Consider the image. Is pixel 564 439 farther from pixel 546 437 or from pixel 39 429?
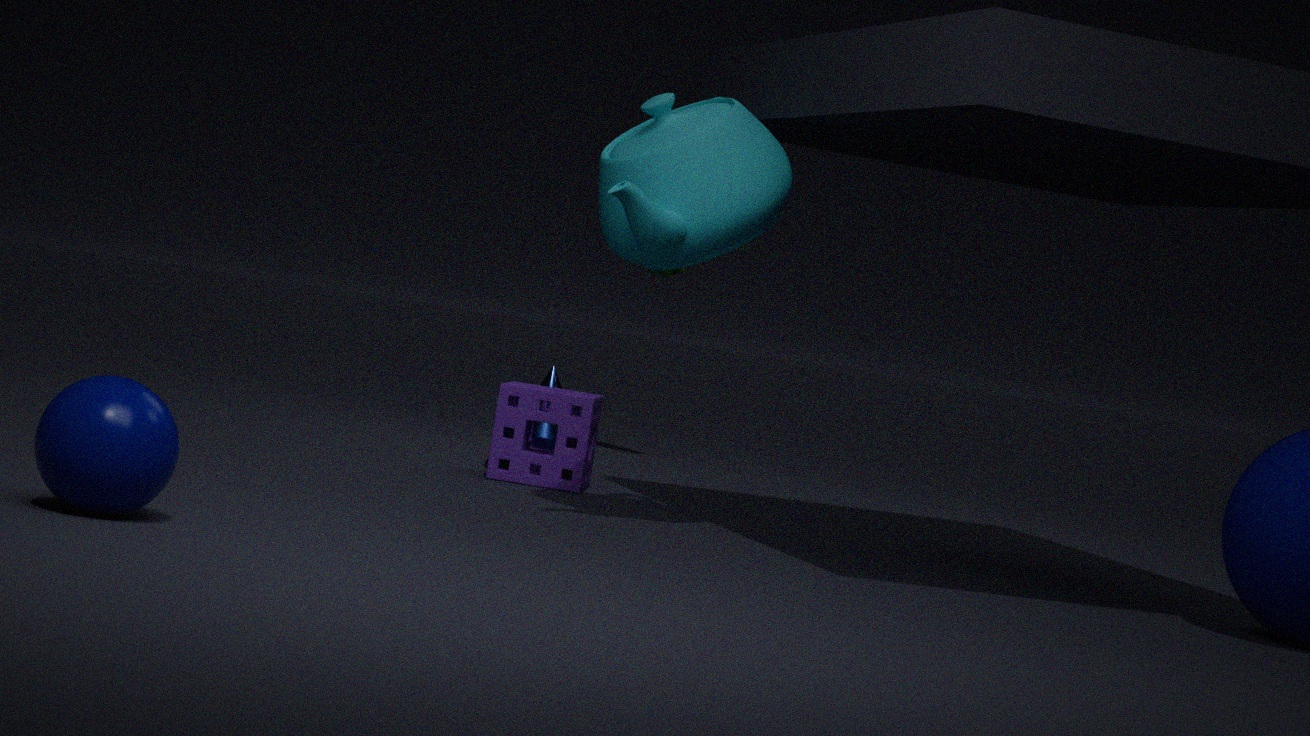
pixel 39 429
